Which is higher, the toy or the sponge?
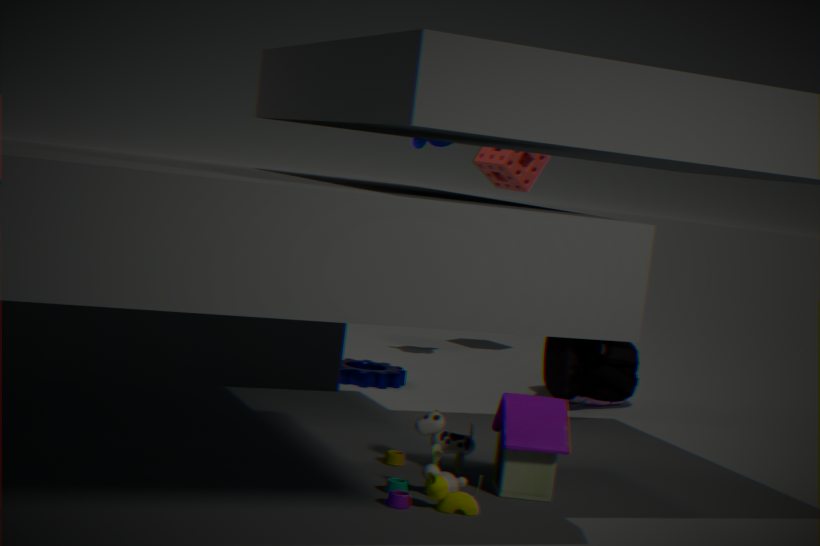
the sponge
